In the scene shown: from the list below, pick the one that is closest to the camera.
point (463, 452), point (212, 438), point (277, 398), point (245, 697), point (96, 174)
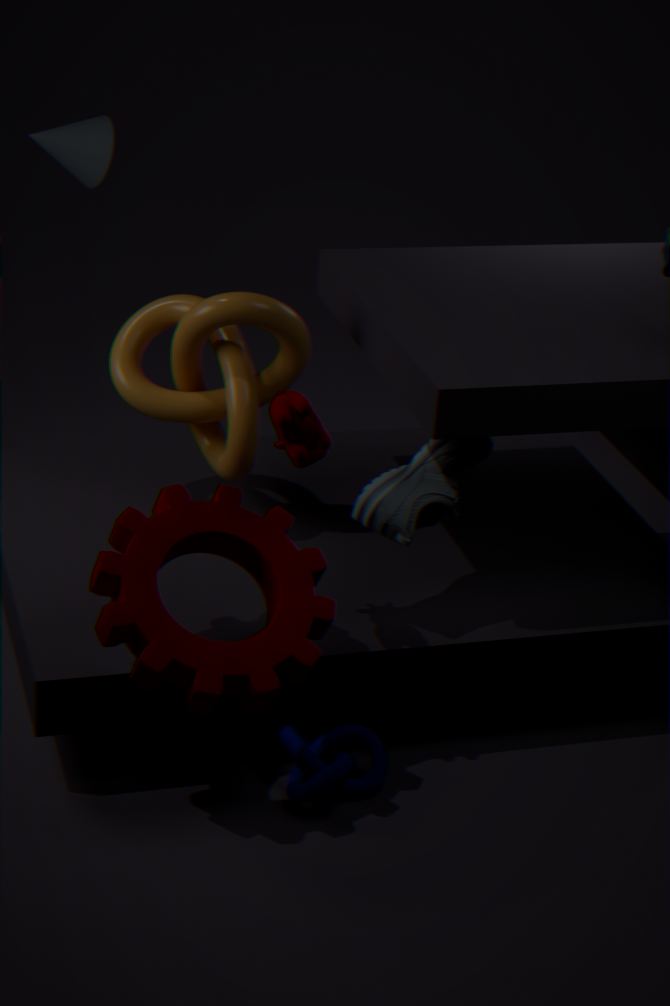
point (245, 697)
